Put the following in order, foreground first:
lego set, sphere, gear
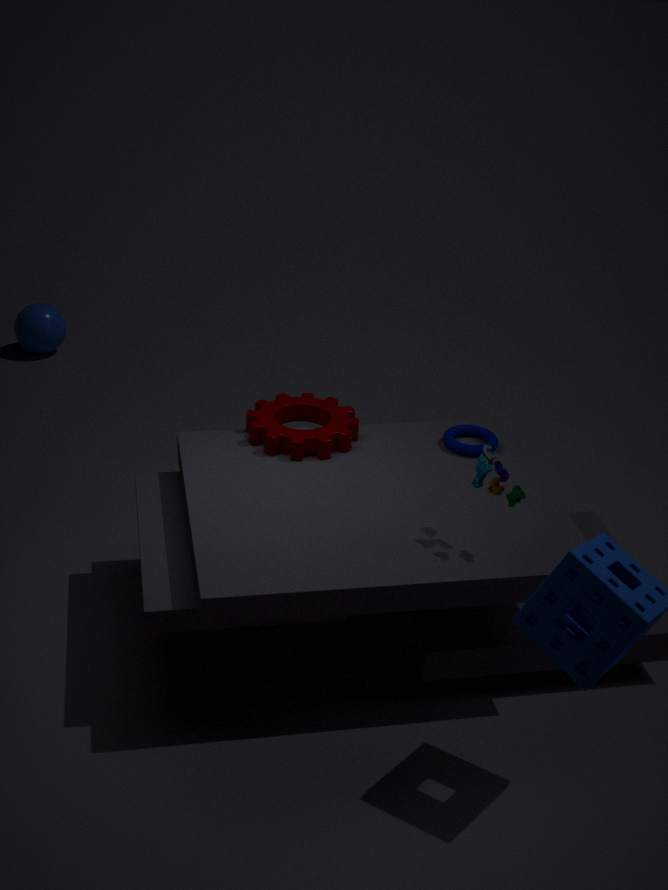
lego set
gear
sphere
